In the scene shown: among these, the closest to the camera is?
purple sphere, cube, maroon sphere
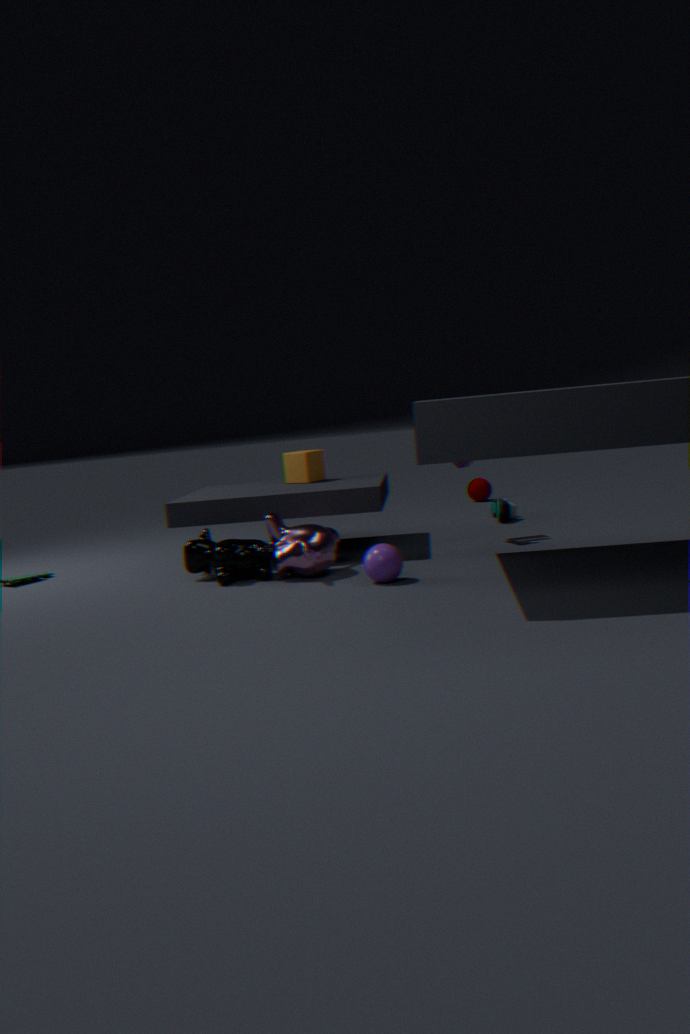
purple sphere
